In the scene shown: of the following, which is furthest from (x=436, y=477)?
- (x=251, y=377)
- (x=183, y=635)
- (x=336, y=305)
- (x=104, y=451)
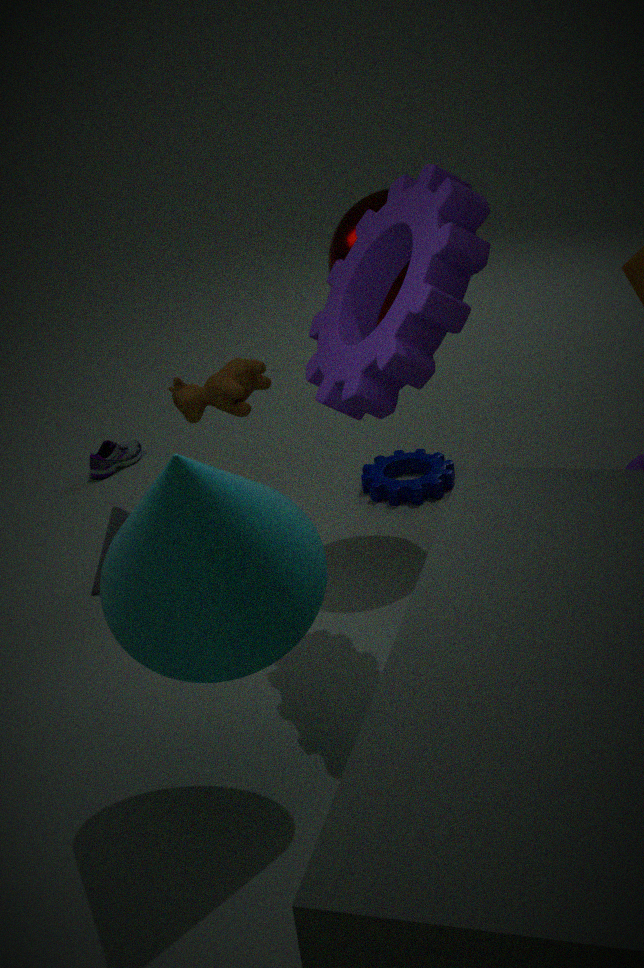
(x=183, y=635)
